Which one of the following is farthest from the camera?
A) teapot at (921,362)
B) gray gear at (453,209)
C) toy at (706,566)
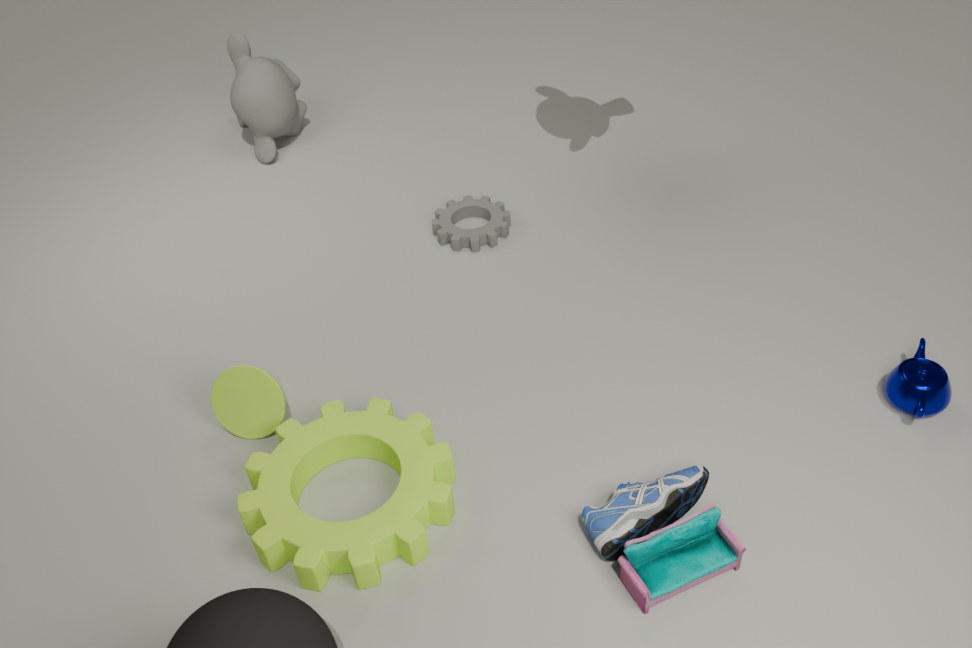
gray gear at (453,209)
